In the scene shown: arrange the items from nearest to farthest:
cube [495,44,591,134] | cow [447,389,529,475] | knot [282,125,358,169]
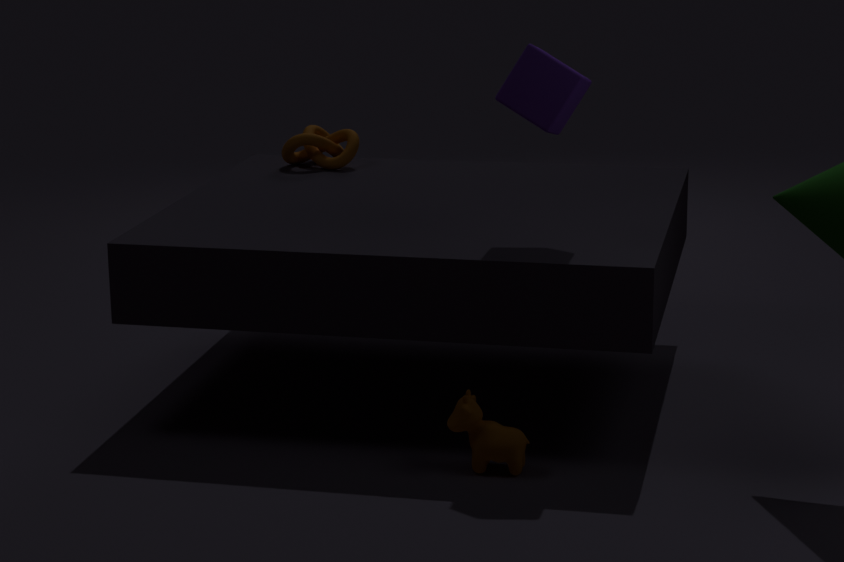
cow [447,389,529,475] < cube [495,44,591,134] < knot [282,125,358,169]
